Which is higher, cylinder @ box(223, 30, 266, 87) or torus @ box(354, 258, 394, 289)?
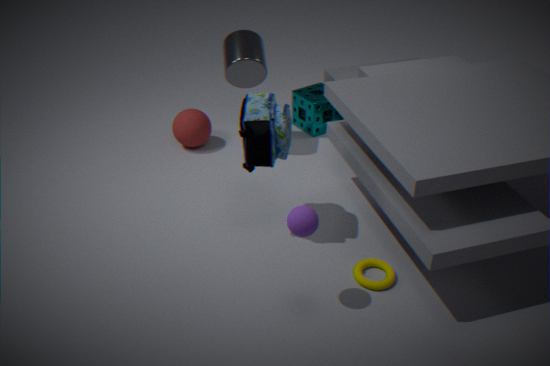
cylinder @ box(223, 30, 266, 87)
